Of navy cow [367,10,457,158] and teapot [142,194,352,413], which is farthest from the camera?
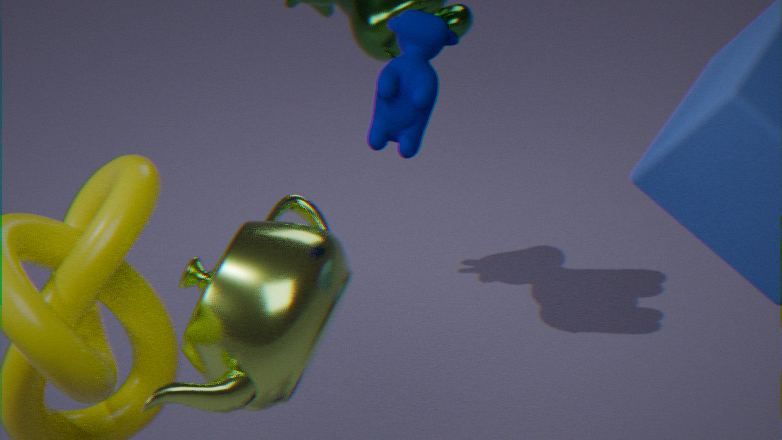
navy cow [367,10,457,158]
